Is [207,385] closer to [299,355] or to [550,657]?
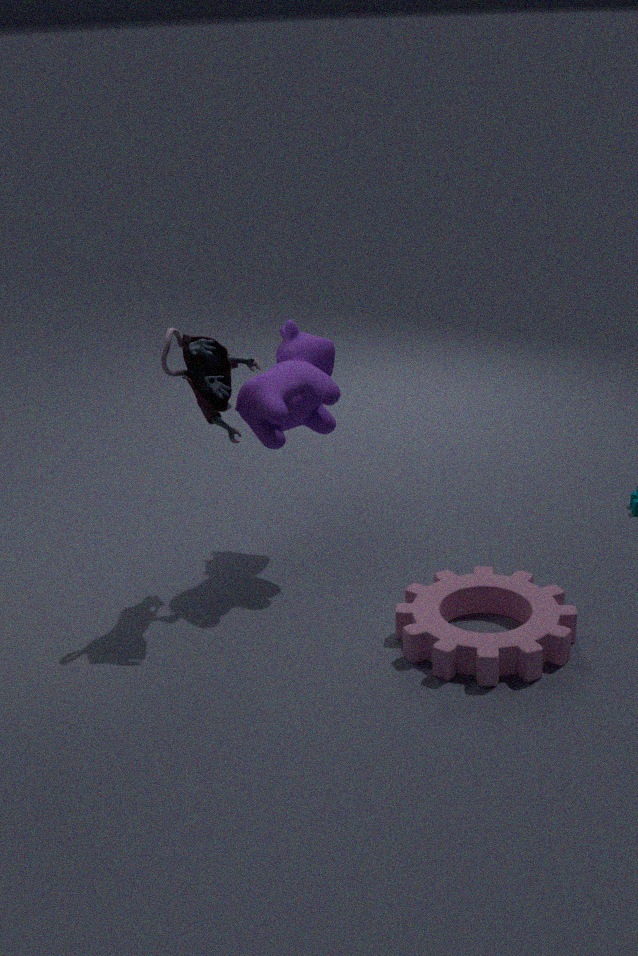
[299,355]
